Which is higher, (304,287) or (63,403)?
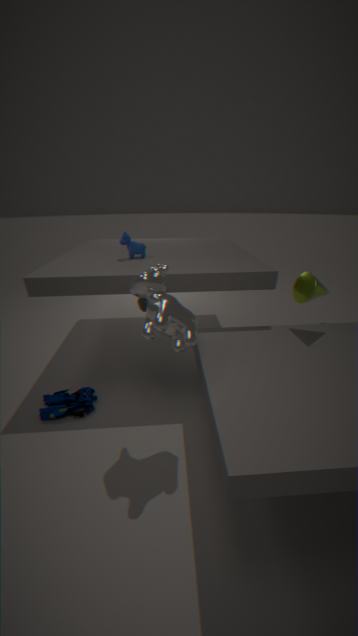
(304,287)
